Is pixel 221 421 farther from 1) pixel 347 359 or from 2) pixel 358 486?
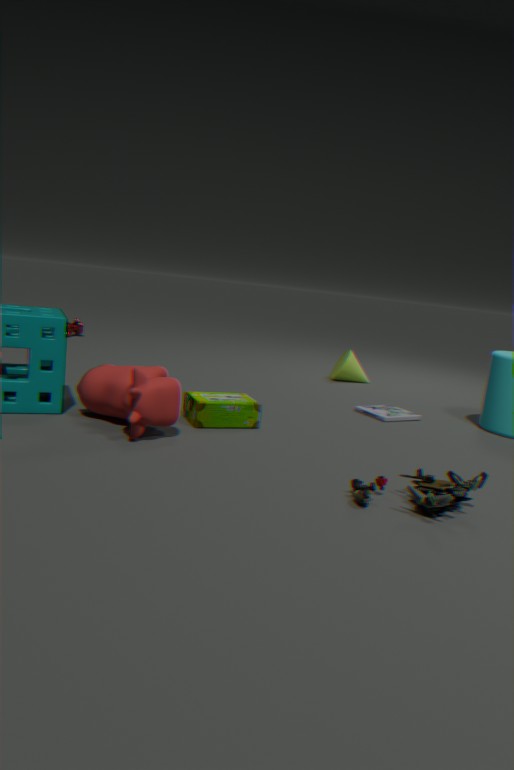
1) pixel 347 359
